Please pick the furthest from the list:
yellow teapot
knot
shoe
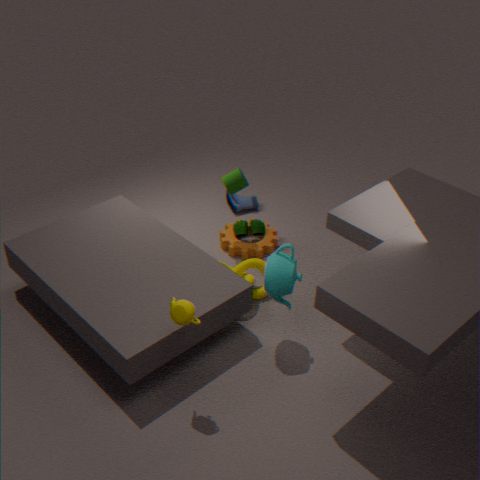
shoe
